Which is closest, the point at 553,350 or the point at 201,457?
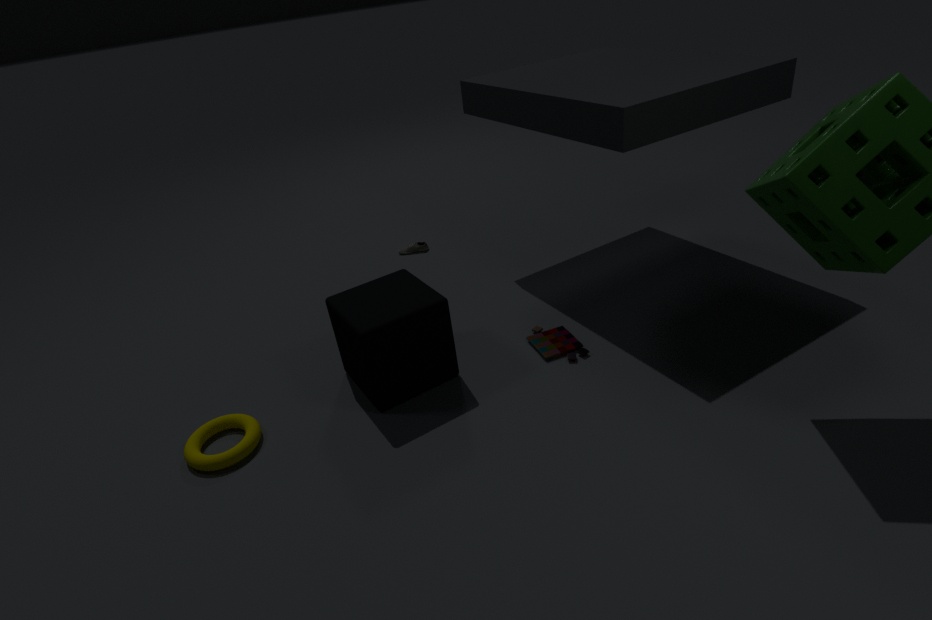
the point at 201,457
